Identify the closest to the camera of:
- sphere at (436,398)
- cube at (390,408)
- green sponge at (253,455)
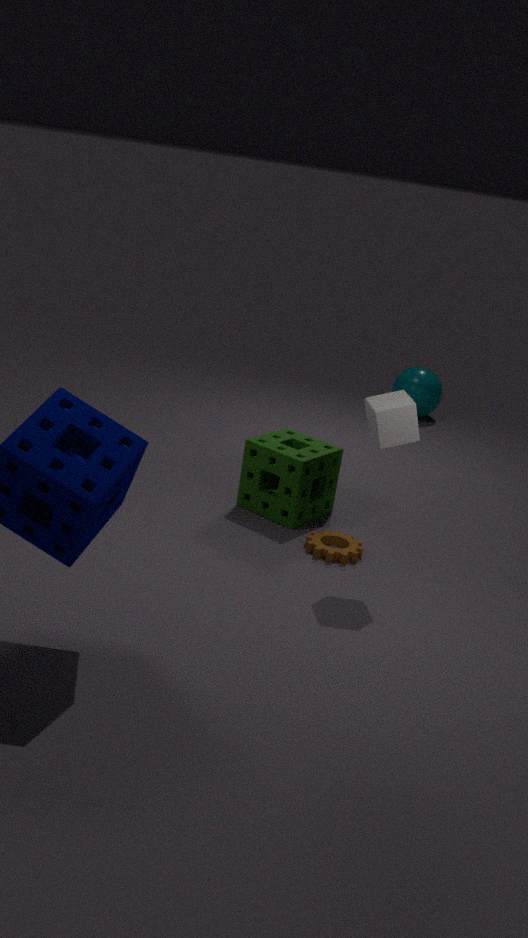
cube at (390,408)
